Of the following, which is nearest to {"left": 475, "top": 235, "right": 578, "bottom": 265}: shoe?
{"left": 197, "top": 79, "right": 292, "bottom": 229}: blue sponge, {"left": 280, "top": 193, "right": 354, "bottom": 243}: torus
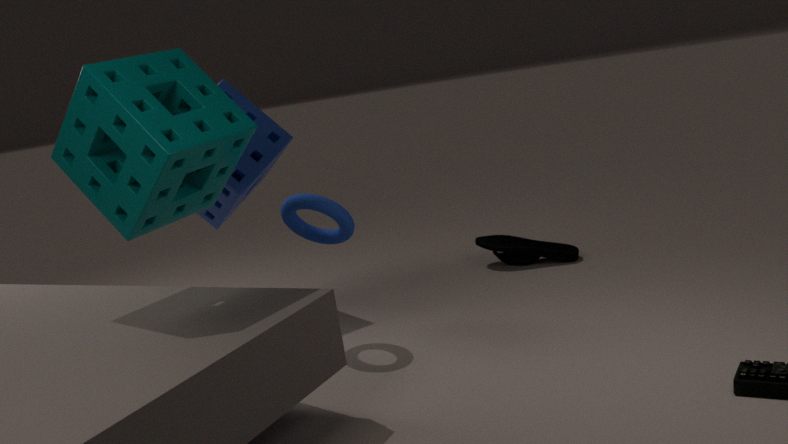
{"left": 280, "top": 193, "right": 354, "bottom": 243}: torus
